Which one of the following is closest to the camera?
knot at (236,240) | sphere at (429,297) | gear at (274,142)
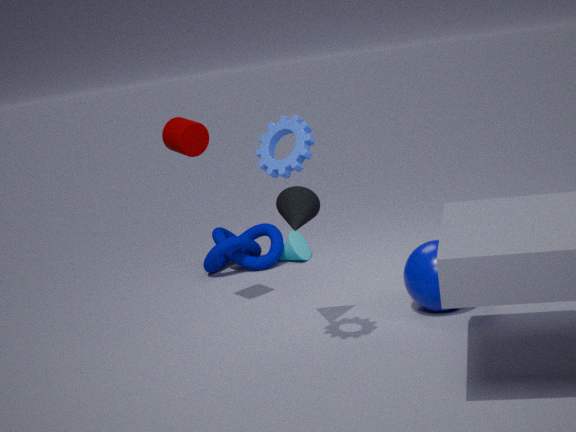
gear at (274,142)
